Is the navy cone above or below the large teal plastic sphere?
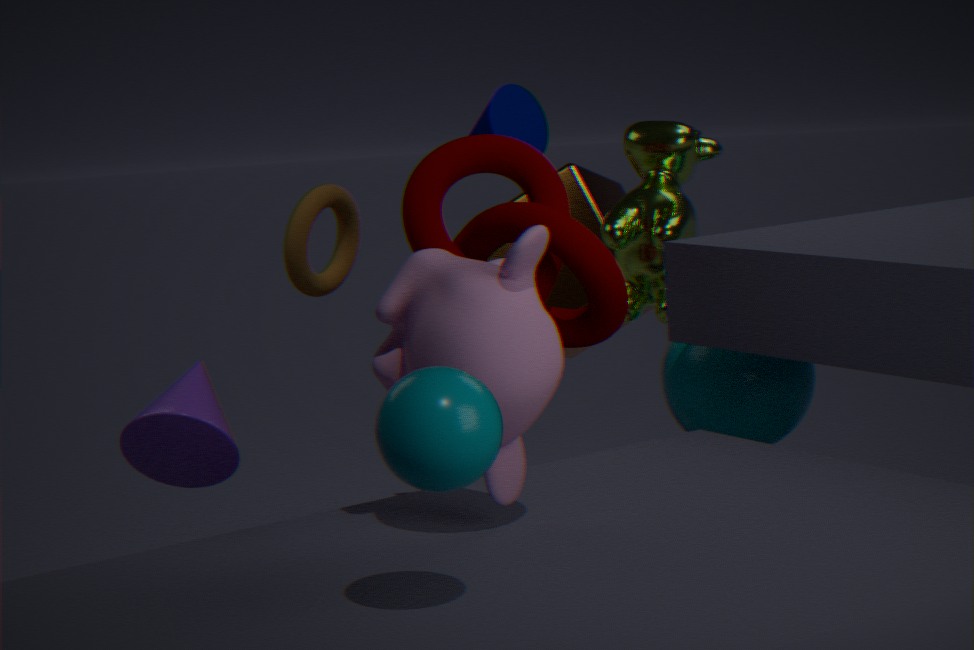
above
